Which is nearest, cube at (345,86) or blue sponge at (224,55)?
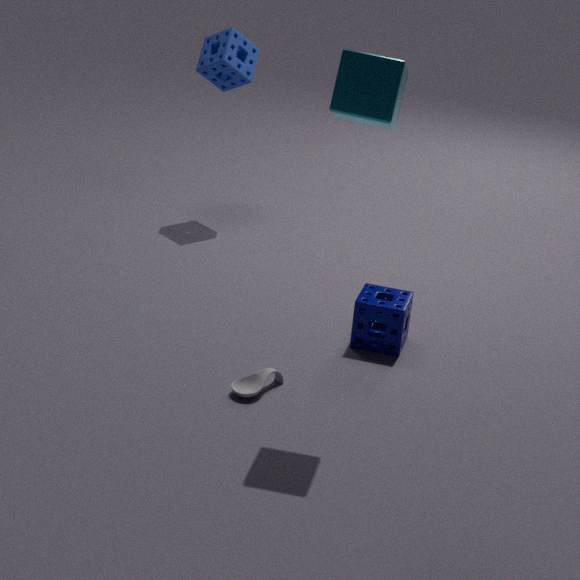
cube at (345,86)
